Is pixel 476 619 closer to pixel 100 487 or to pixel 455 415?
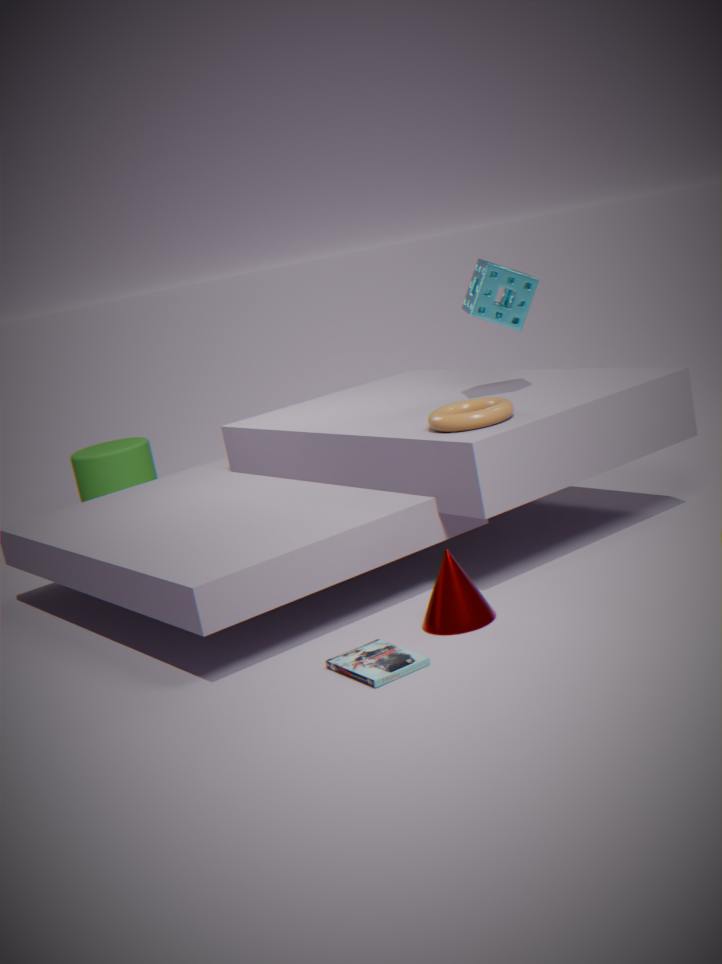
pixel 455 415
